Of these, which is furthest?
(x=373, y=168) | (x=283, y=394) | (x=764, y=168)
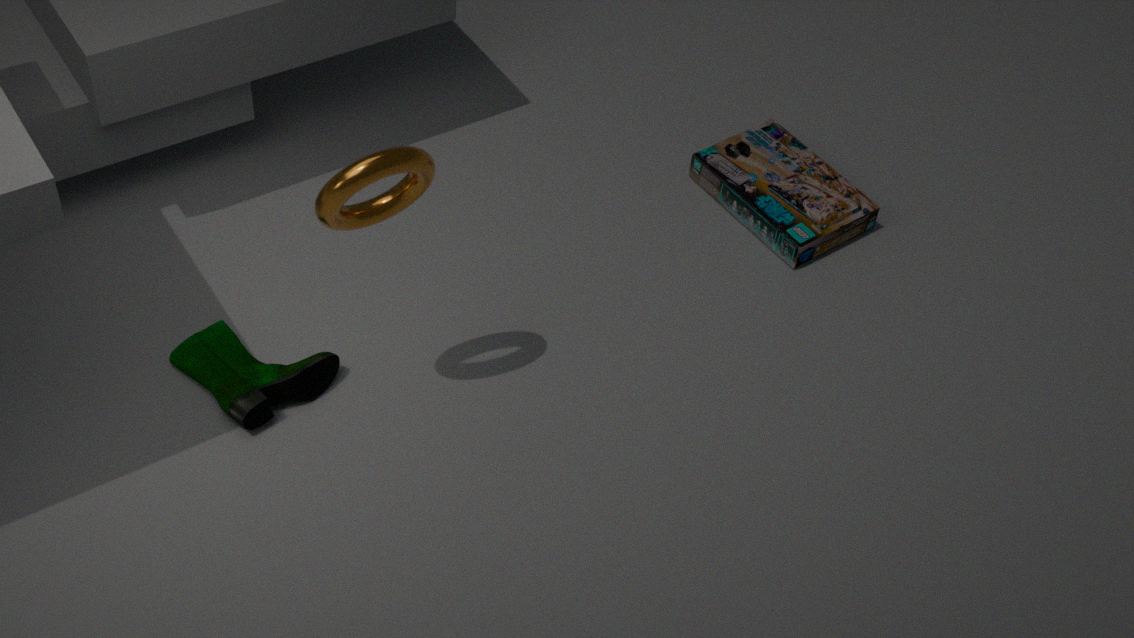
(x=764, y=168)
